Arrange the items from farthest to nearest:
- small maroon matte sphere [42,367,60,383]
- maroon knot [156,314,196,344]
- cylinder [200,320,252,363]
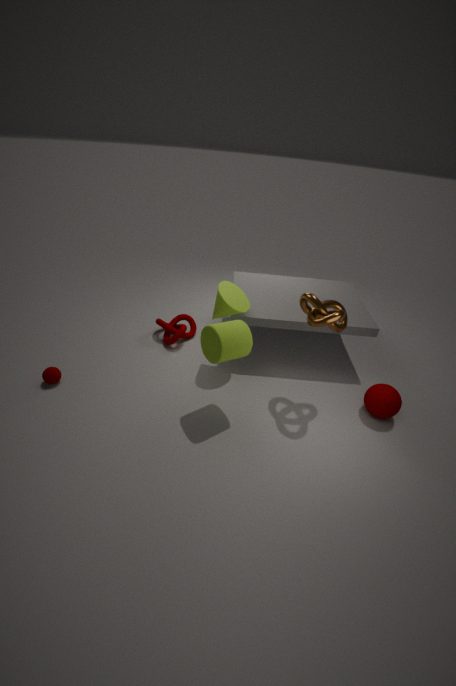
maroon knot [156,314,196,344] < small maroon matte sphere [42,367,60,383] < cylinder [200,320,252,363]
